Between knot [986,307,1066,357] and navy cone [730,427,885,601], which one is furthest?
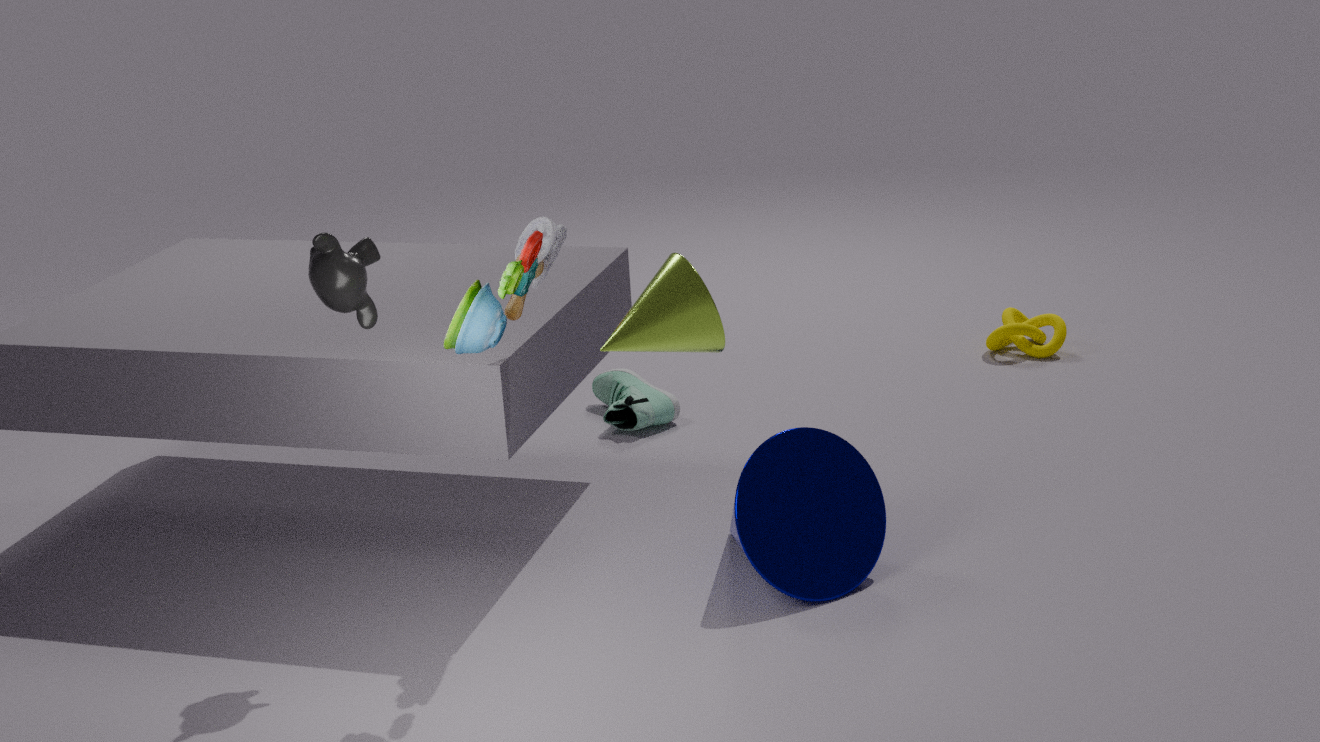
knot [986,307,1066,357]
